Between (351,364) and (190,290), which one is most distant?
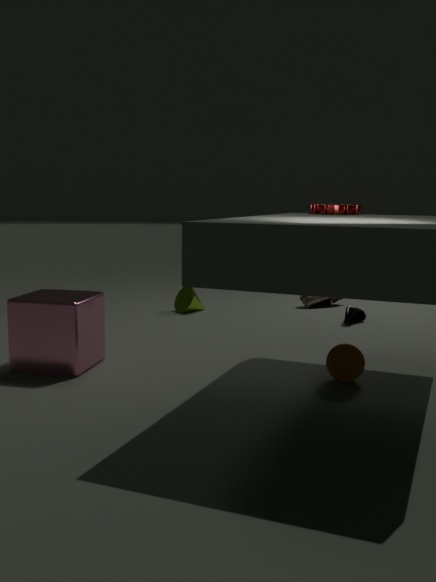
(190,290)
